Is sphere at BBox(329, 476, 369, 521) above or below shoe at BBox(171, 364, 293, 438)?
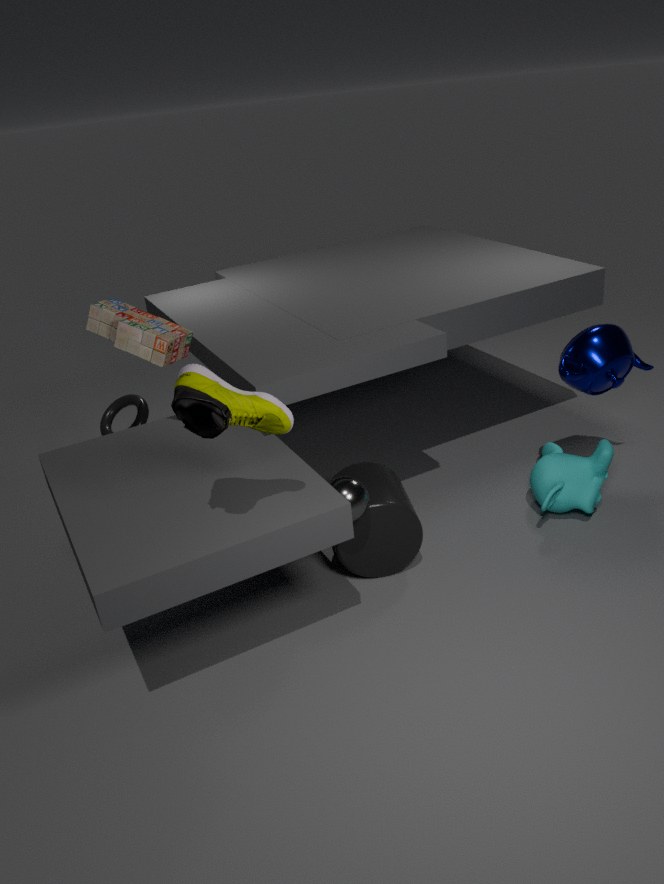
below
